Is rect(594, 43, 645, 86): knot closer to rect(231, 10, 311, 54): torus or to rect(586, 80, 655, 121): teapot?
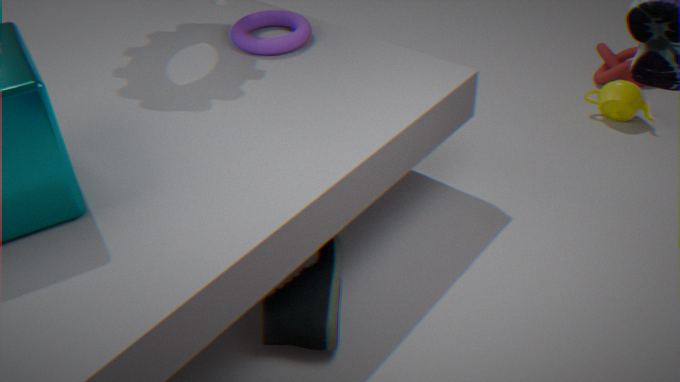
rect(586, 80, 655, 121): teapot
